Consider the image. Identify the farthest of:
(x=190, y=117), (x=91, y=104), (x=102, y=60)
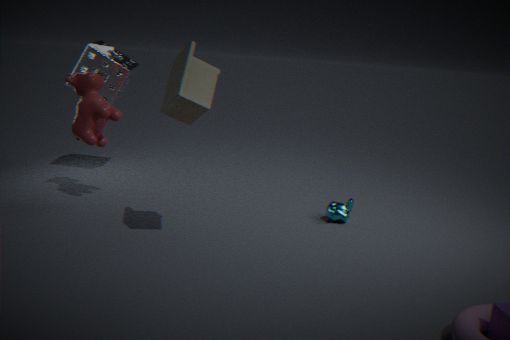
(x=102, y=60)
